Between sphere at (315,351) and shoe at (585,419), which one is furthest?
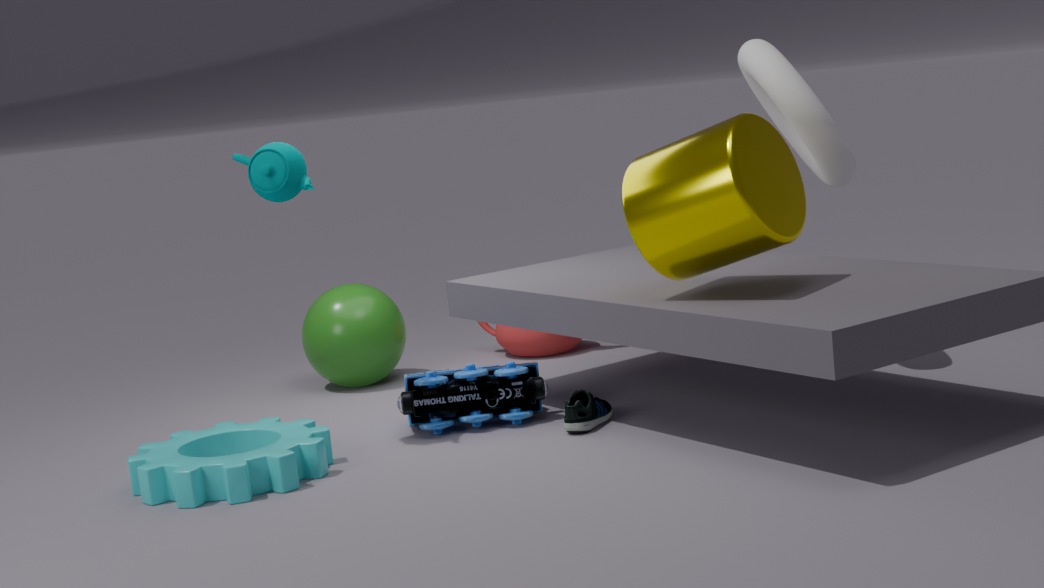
sphere at (315,351)
